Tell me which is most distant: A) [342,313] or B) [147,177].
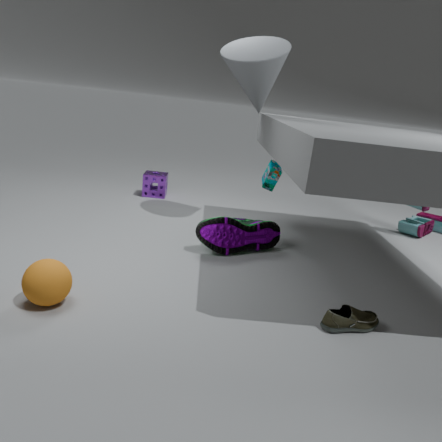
B. [147,177]
